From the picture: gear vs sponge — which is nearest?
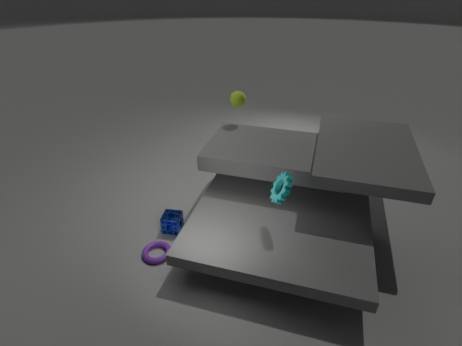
gear
